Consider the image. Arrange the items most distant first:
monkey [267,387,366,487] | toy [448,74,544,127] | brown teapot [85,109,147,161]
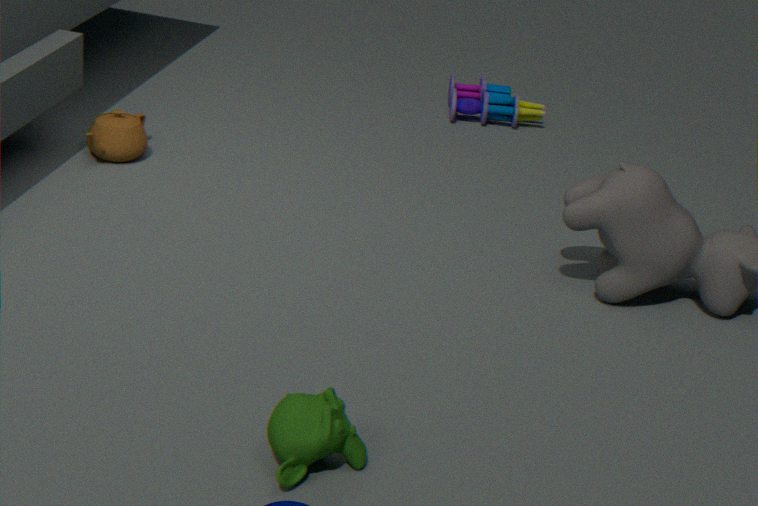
toy [448,74,544,127] → brown teapot [85,109,147,161] → monkey [267,387,366,487]
